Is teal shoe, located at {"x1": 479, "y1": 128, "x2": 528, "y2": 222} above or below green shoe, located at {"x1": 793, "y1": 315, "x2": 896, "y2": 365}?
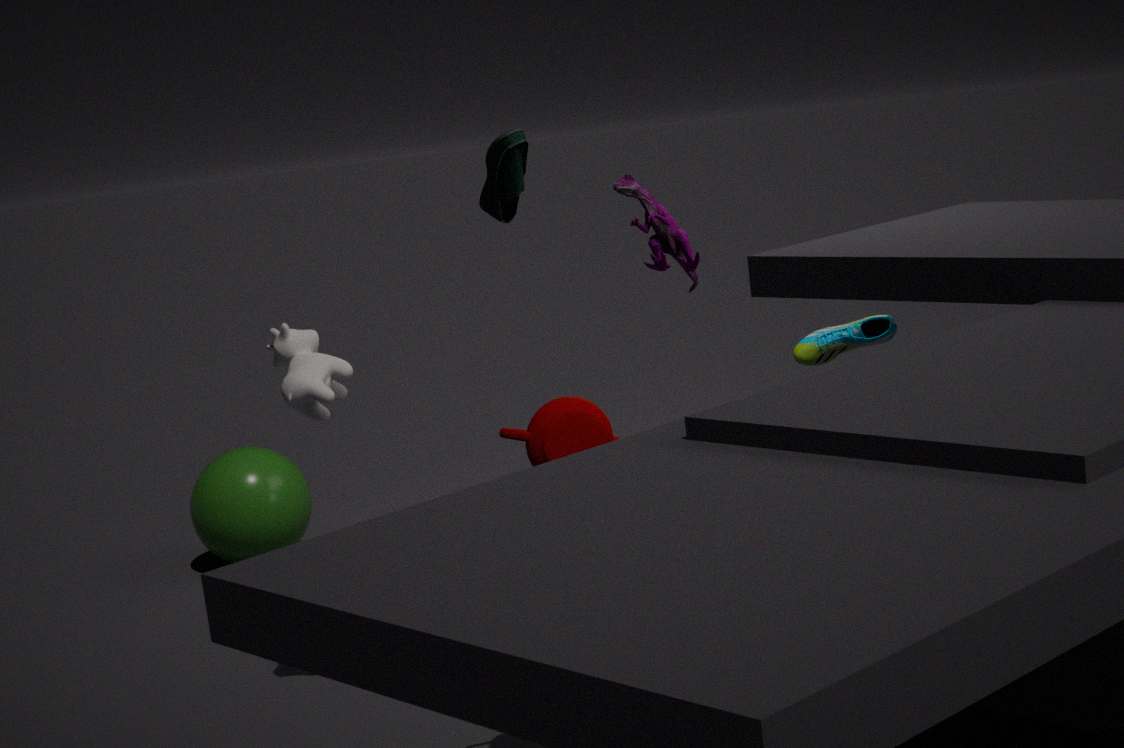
above
